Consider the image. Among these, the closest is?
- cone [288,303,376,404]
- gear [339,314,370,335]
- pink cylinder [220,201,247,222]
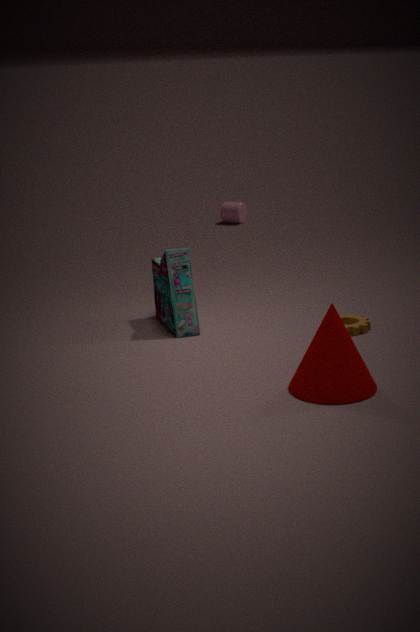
cone [288,303,376,404]
